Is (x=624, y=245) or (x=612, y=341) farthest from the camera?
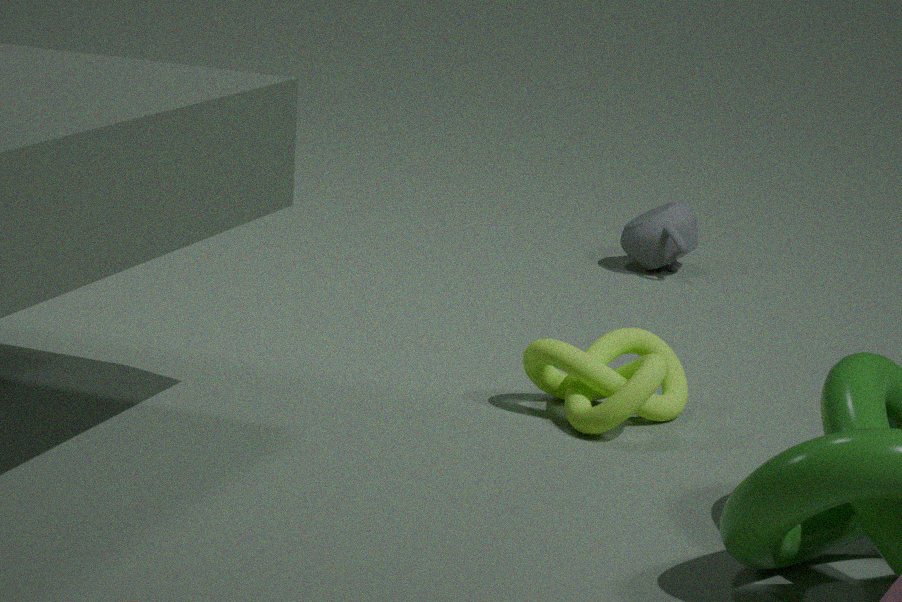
(x=624, y=245)
